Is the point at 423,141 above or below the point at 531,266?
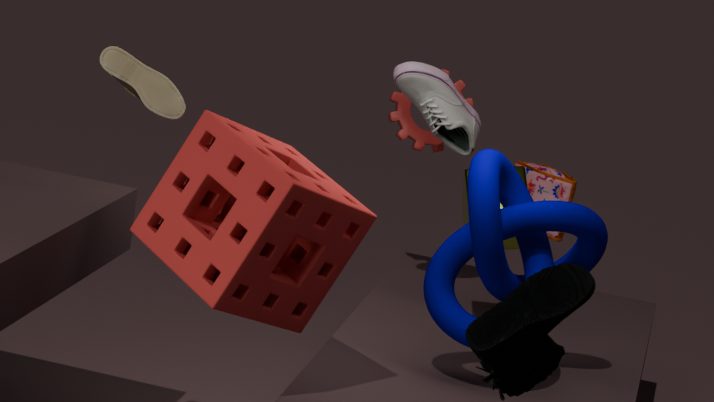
above
